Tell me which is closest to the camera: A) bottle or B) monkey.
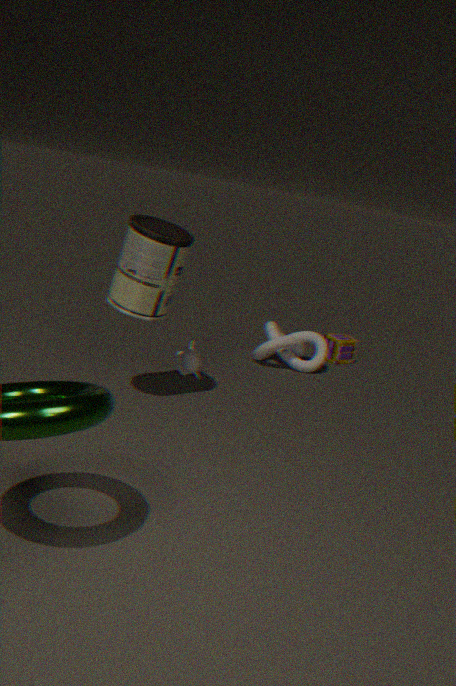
A. bottle
